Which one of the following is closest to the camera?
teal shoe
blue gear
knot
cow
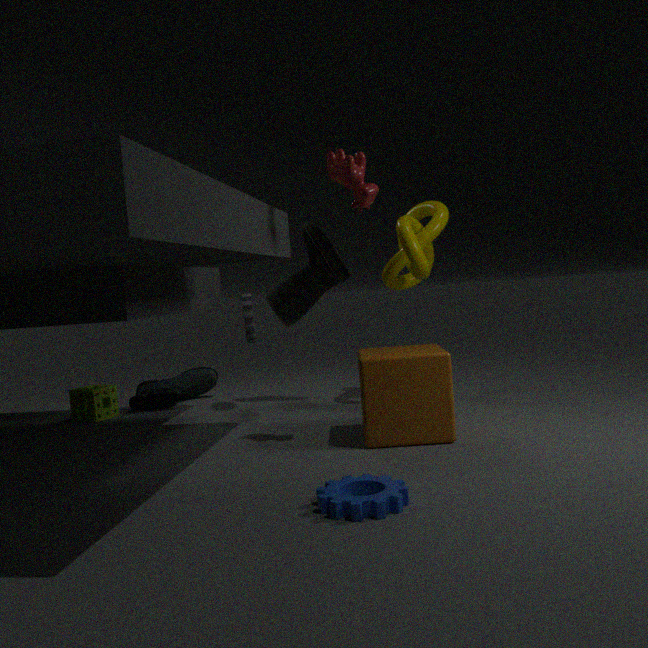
blue gear
